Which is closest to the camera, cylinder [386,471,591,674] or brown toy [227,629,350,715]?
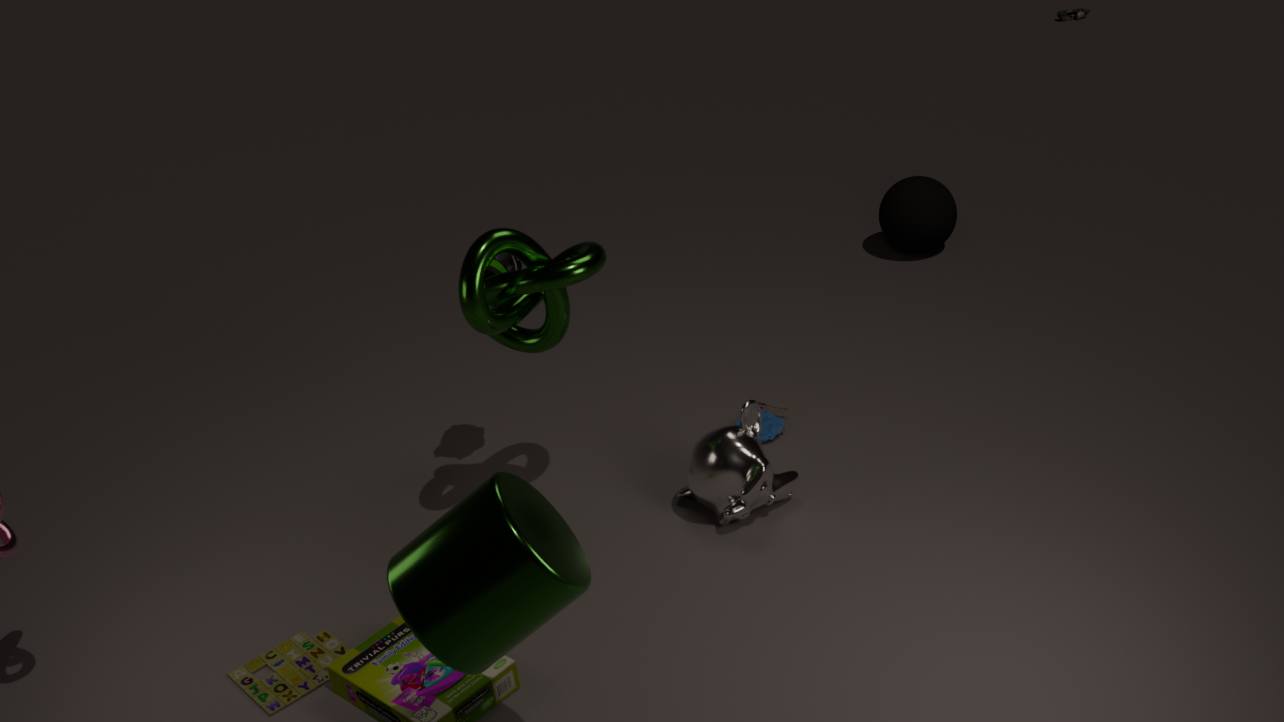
cylinder [386,471,591,674]
